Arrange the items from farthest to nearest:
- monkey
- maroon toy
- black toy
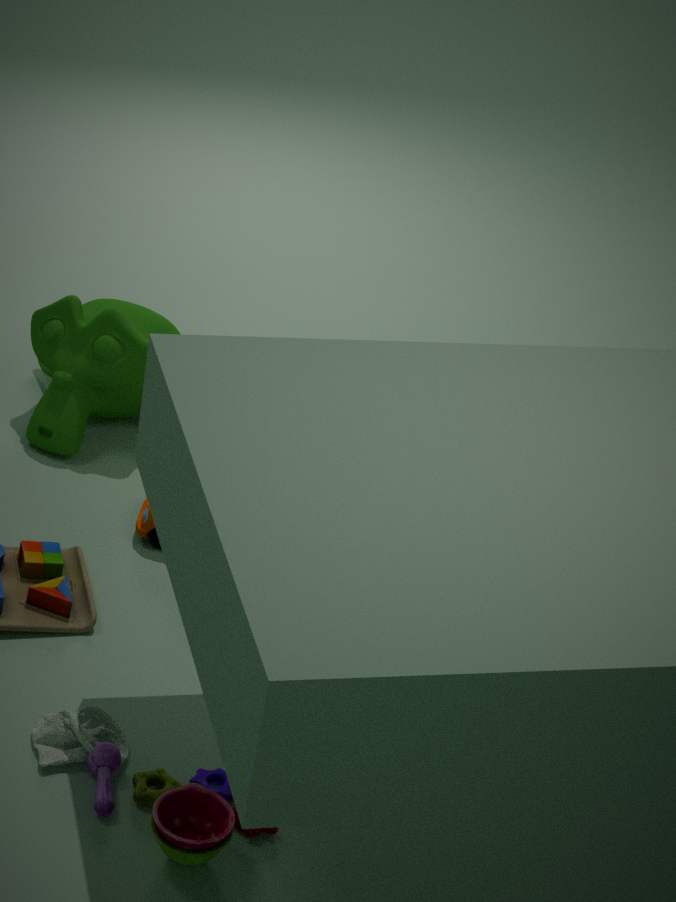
monkey, maroon toy, black toy
